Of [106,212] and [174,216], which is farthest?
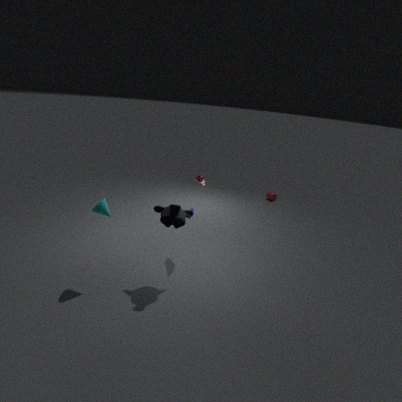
[106,212]
